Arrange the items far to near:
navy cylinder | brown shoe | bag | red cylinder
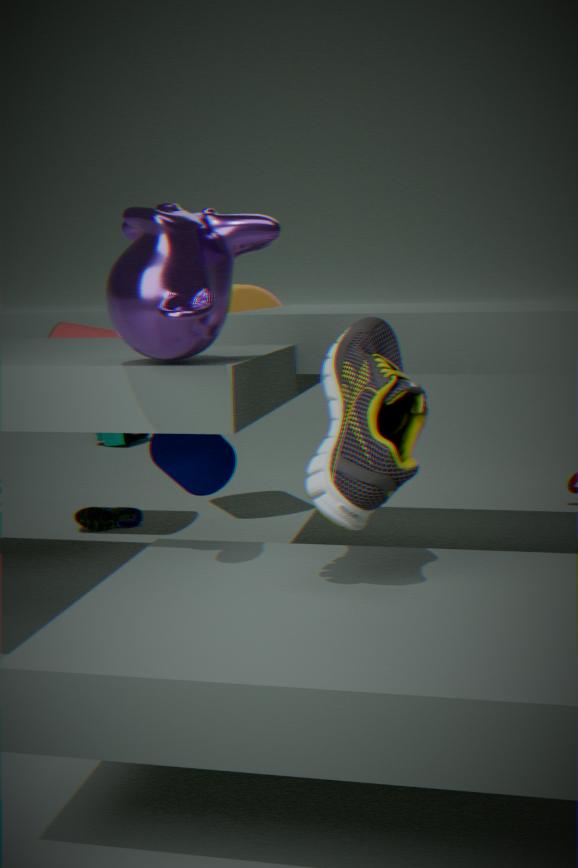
bag → red cylinder → navy cylinder → brown shoe
